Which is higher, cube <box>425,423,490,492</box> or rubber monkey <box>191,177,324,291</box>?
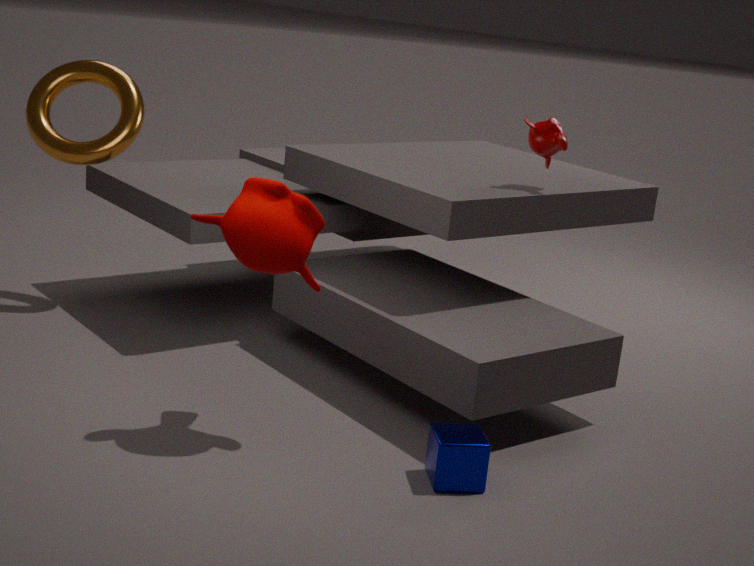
rubber monkey <box>191,177,324,291</box>
